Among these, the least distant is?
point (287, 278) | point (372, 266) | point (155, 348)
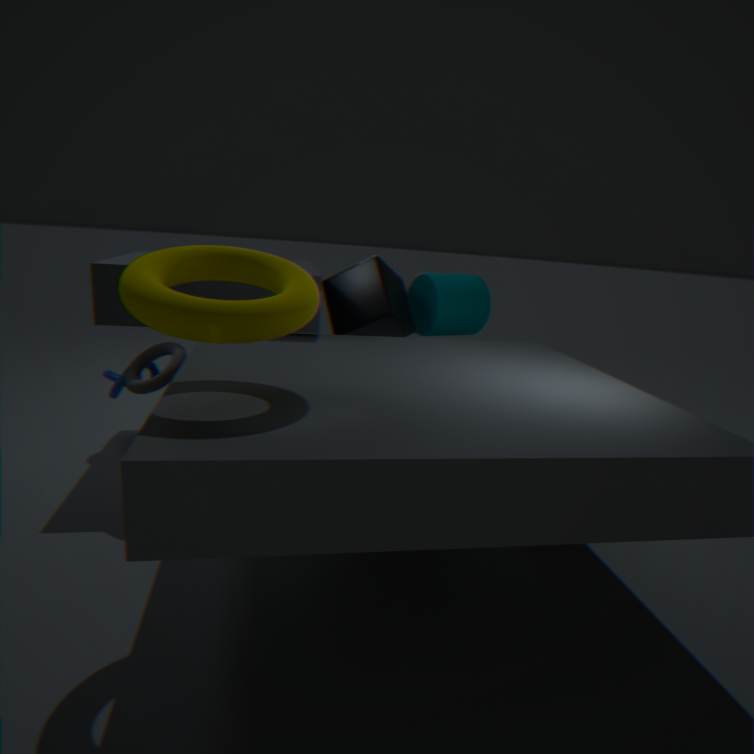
point (287, 278)
